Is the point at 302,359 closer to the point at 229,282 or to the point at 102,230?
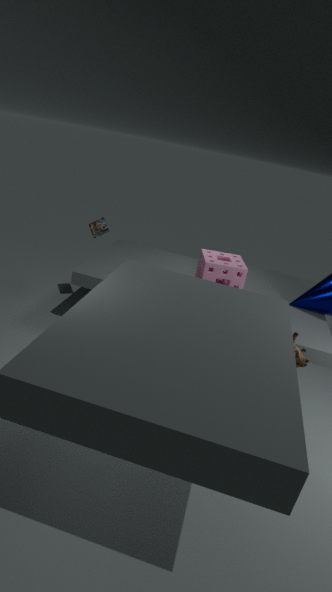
the point at 229,282
